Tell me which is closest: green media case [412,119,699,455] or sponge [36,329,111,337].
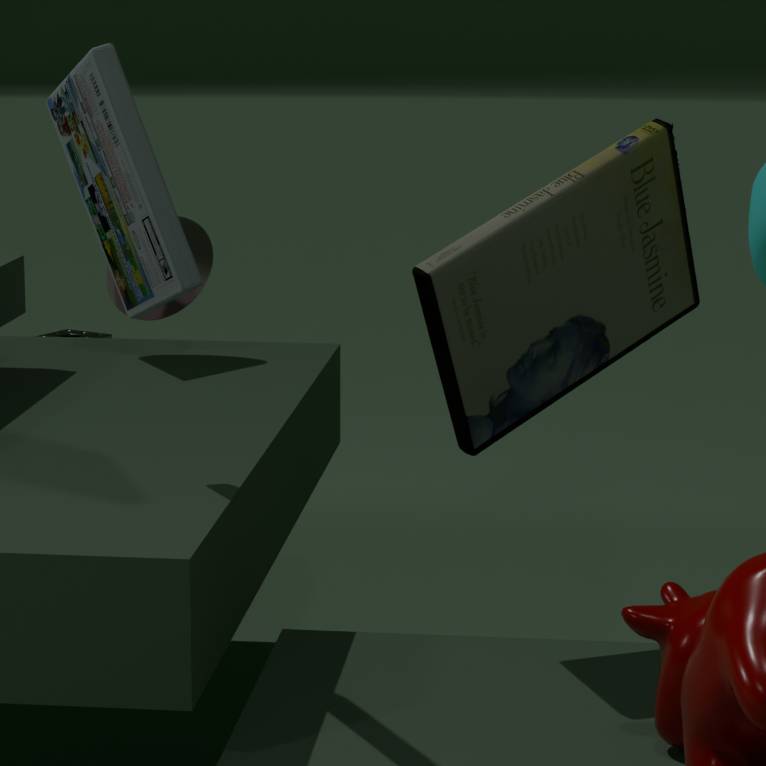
green media case [412,119,699,455]
